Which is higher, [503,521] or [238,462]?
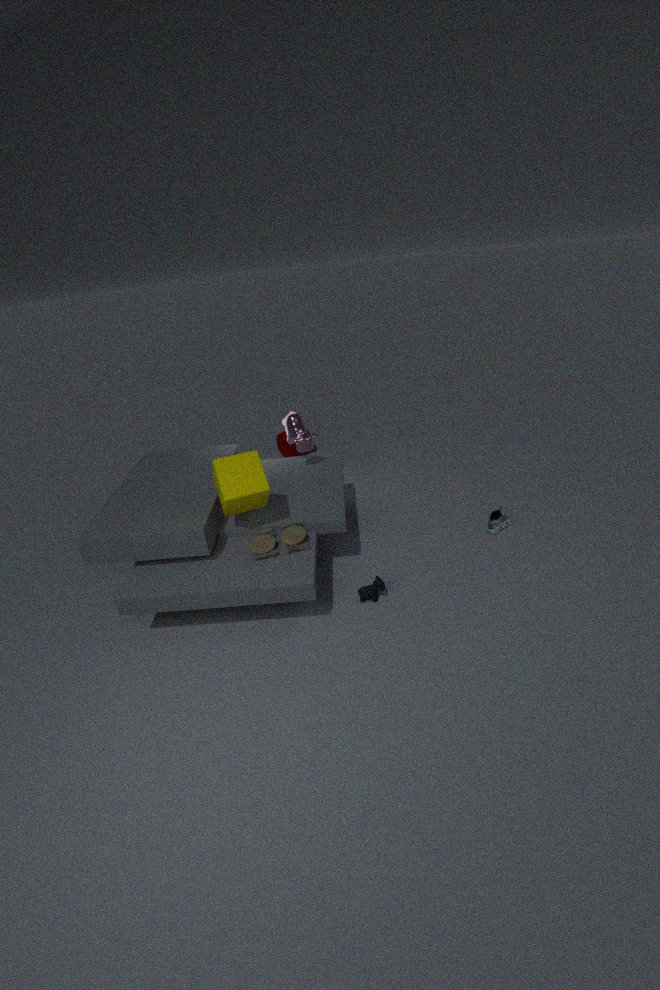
[238,462]
